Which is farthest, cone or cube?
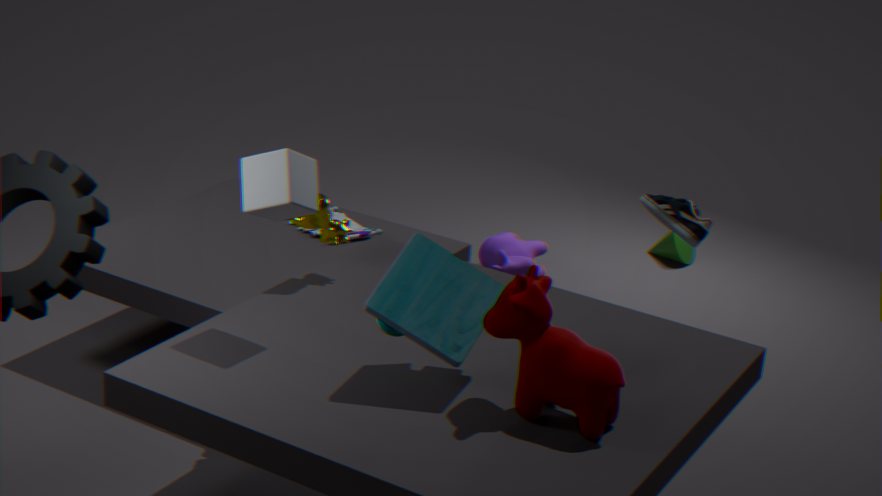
cone
